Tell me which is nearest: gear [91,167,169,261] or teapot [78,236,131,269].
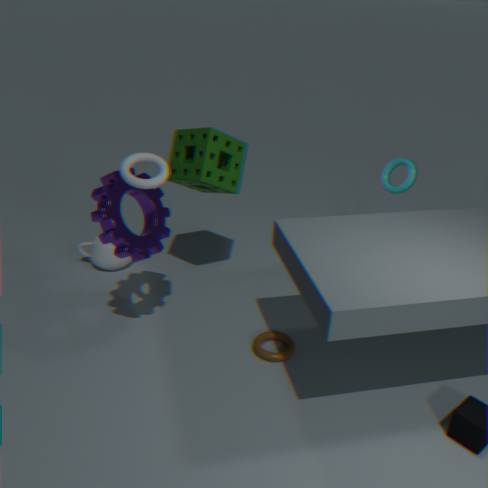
gear [91,167,169,261]
